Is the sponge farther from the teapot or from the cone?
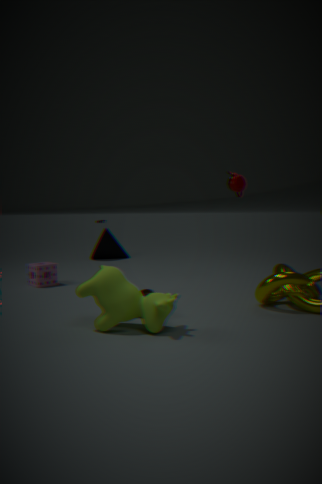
the teapot
